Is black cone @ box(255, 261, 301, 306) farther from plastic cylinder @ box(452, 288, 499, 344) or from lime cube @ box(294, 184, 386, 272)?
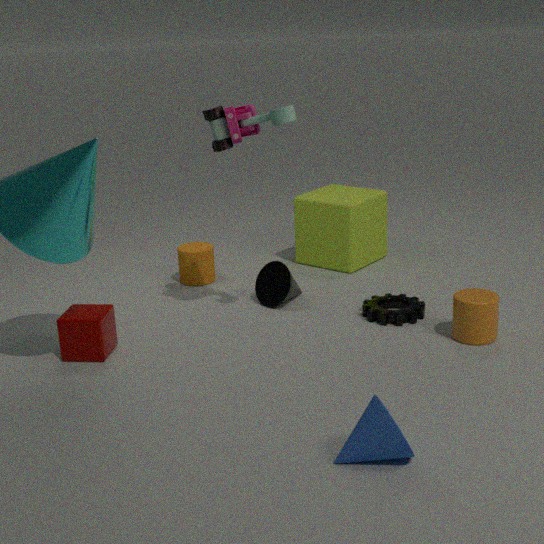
plastic cylinder @ box(452, 288, 499, 344)
